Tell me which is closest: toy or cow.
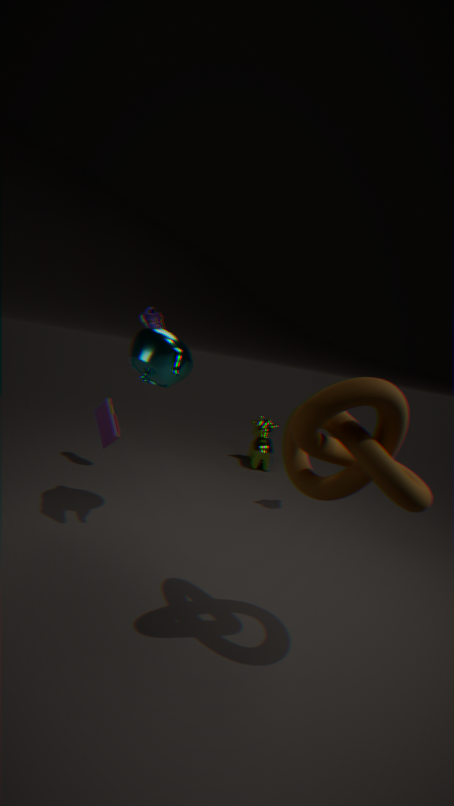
toy
